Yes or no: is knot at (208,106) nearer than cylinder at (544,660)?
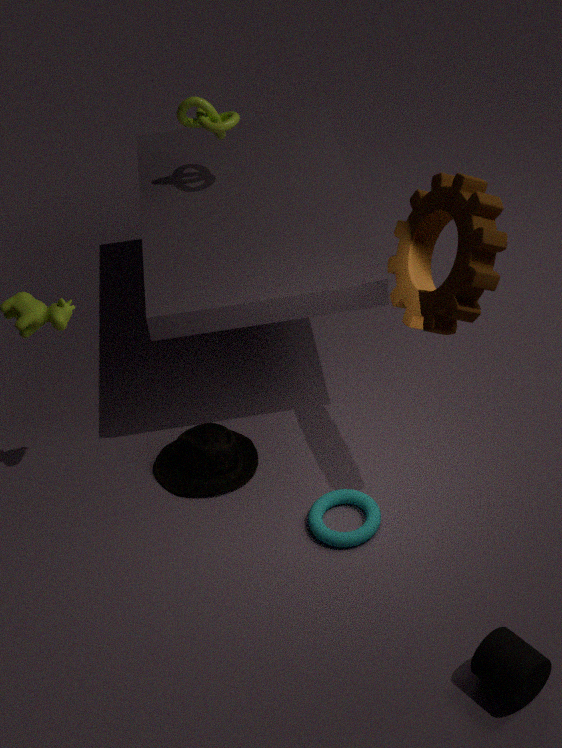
No
